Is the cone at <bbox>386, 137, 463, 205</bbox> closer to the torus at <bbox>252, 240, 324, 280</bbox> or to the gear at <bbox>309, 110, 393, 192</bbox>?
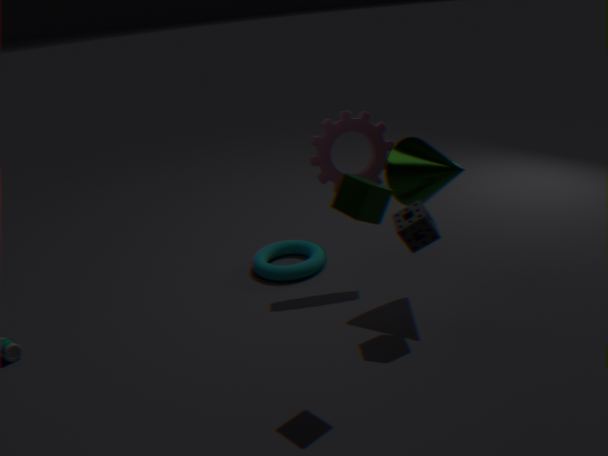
the gear at <bbox>309, 110, 393, 192</bbox>
